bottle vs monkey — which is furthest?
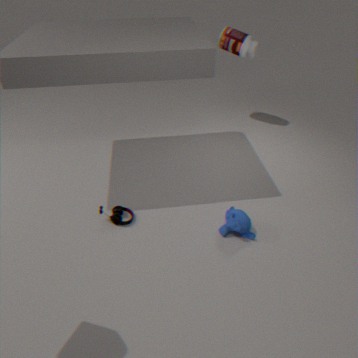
bottle
